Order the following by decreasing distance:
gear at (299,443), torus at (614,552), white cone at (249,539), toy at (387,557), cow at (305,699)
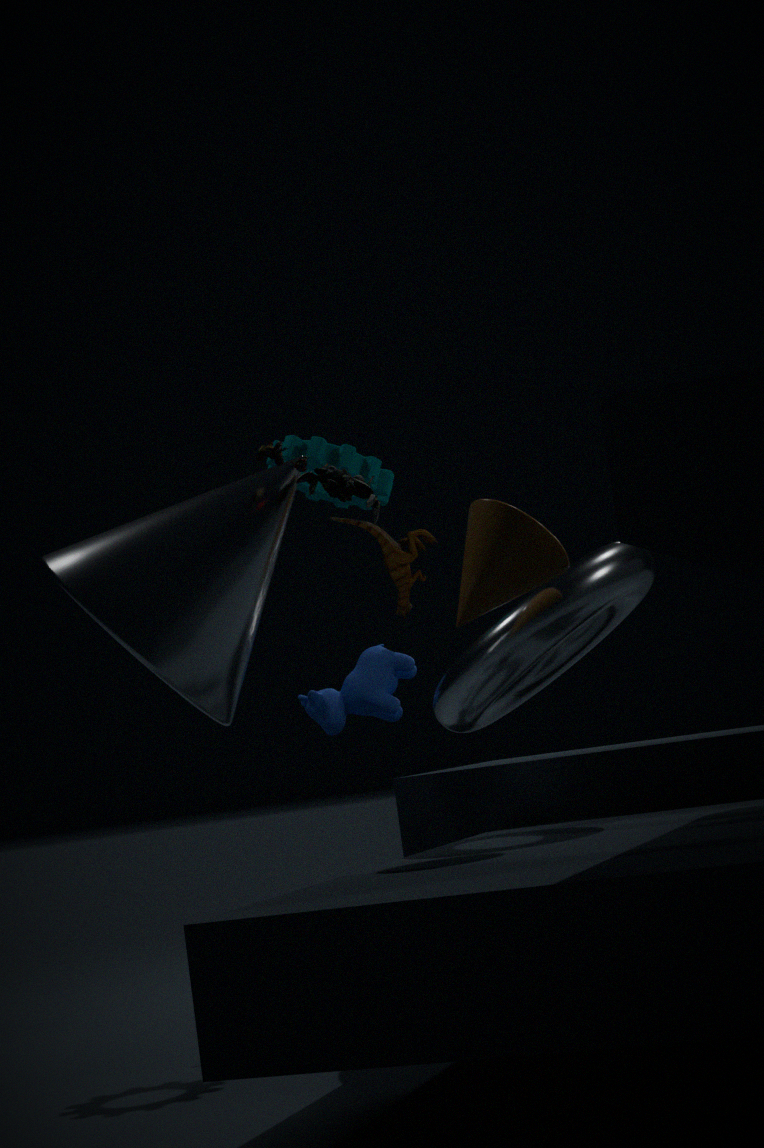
1. toy at (387,557)
2. cow at (305,699)
3. gear at (299,443)
4. torus at (614,552)
5. white cone at (249,539)
